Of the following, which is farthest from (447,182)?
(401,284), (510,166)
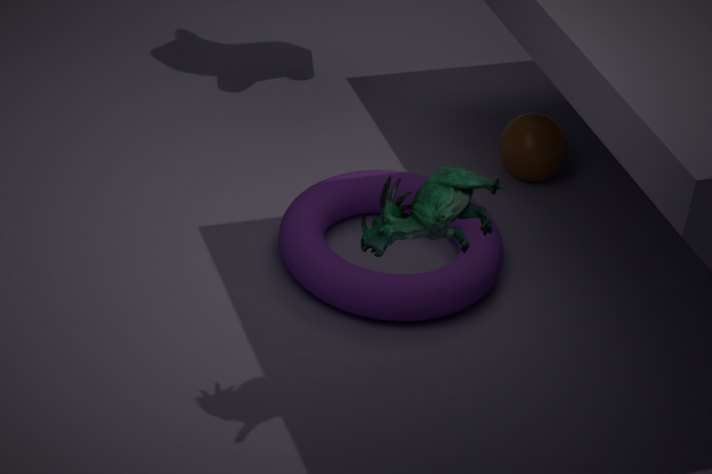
(510,166)
